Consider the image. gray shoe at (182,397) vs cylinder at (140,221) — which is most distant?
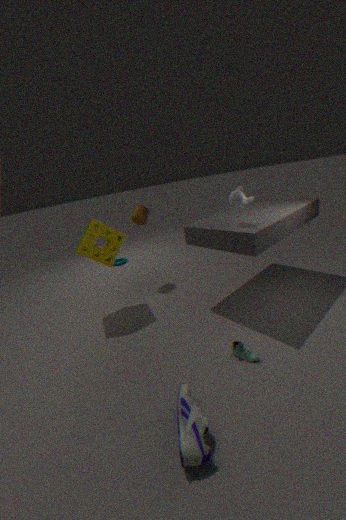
cylinder at (140,221)
